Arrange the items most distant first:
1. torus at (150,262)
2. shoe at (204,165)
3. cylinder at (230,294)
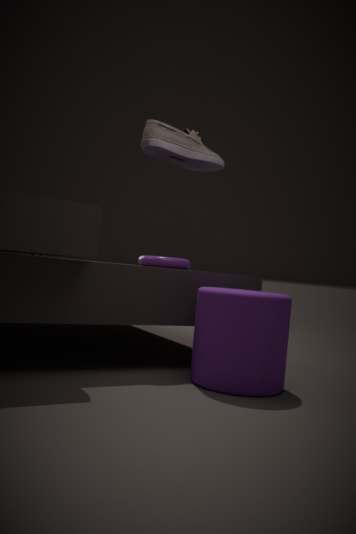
torus at (150,262)
shoe at (204,165)
cylinder at (230,294)
